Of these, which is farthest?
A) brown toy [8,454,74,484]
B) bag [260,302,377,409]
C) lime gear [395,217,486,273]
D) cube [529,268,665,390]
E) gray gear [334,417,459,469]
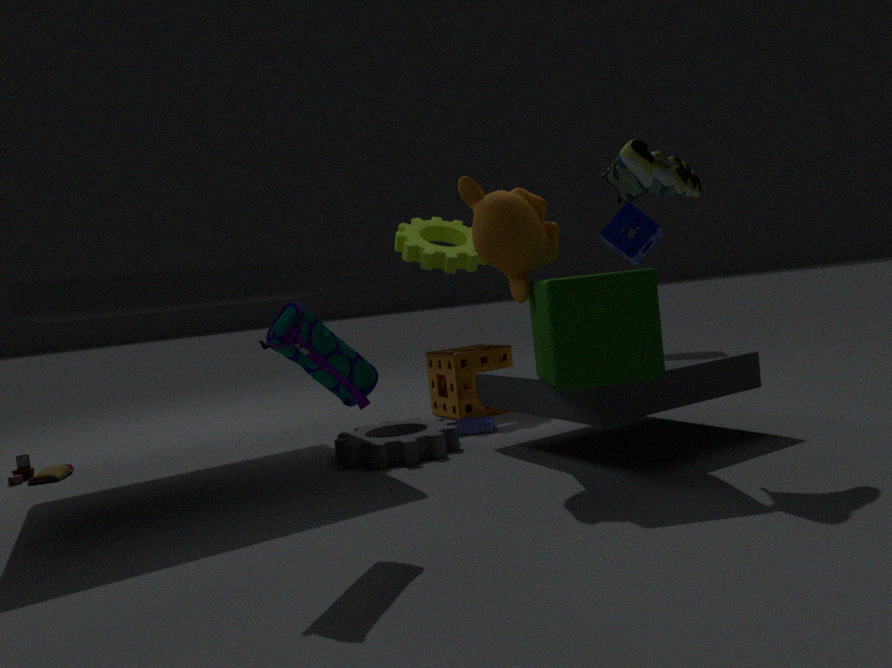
lime gear [395,217,486,273]
